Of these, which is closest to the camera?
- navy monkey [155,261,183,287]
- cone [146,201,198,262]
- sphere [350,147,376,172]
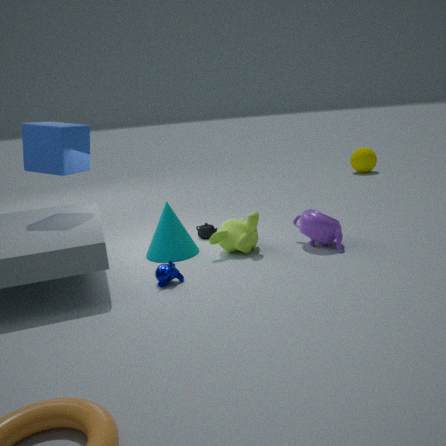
navy monkey [155,261,183,287]
